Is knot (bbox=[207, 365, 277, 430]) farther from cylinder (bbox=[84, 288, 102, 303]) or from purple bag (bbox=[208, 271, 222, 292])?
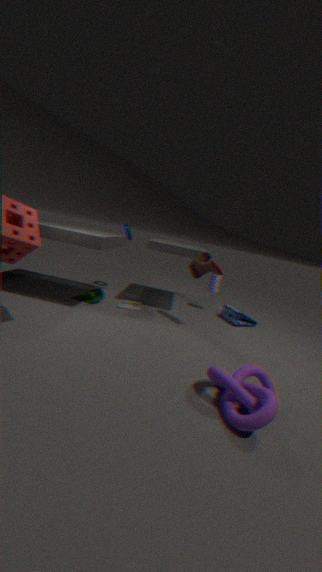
purple bag (bbox=[208, 271, 222, 292])
